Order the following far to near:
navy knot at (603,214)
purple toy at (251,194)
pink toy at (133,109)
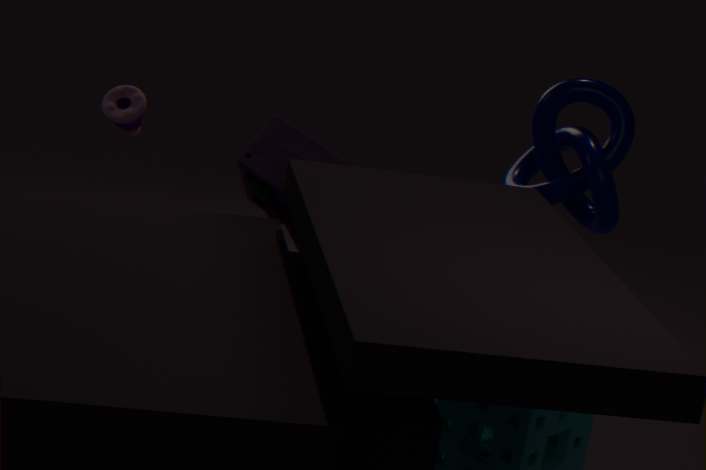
1. pink toy at (133,109)
2. purple toy at (251,194)
3. navy knot at (603,214)
